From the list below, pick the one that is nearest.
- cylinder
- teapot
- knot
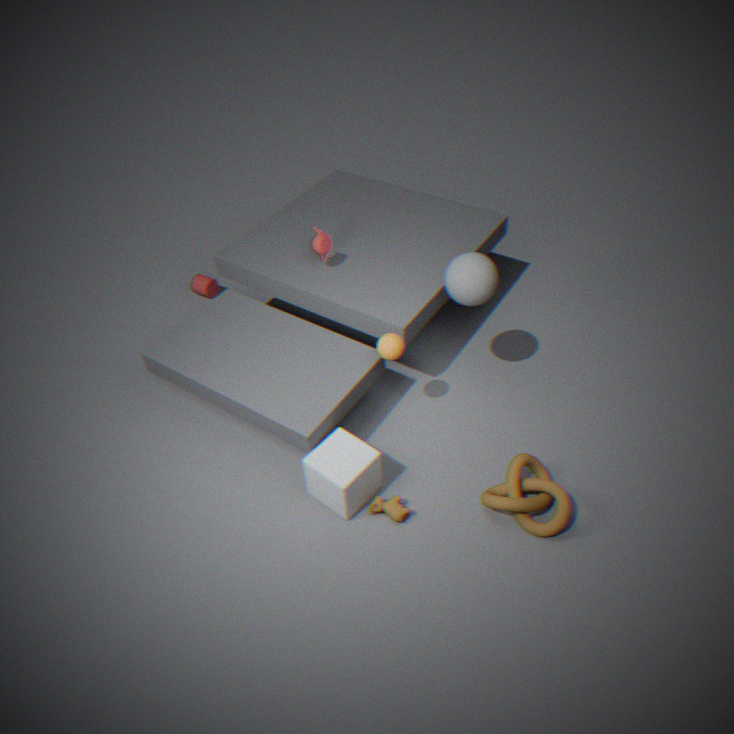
knot
